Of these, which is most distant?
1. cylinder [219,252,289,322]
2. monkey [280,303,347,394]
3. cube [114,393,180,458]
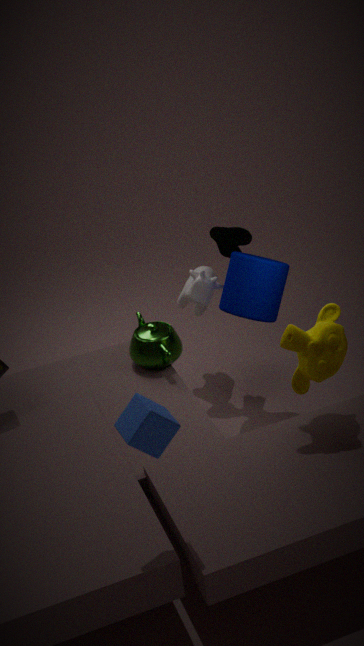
cylinder [219,252,289,322]
